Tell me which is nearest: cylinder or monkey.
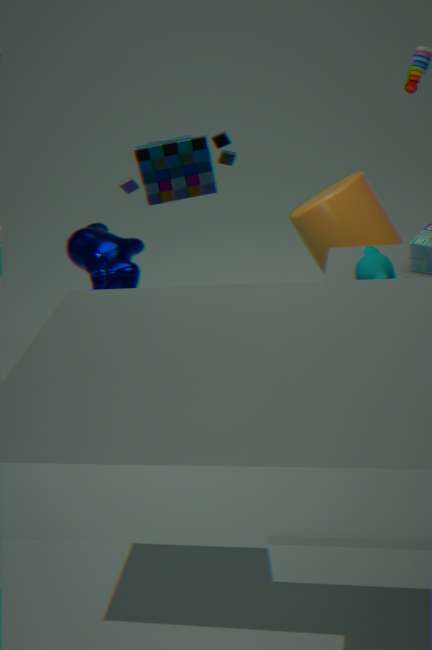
monkey
